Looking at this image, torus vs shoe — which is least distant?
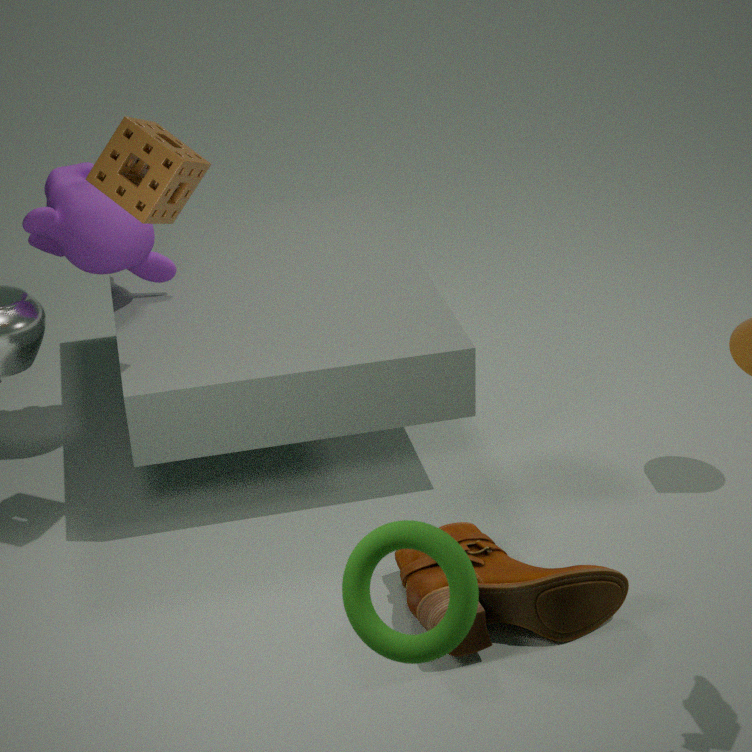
torus
